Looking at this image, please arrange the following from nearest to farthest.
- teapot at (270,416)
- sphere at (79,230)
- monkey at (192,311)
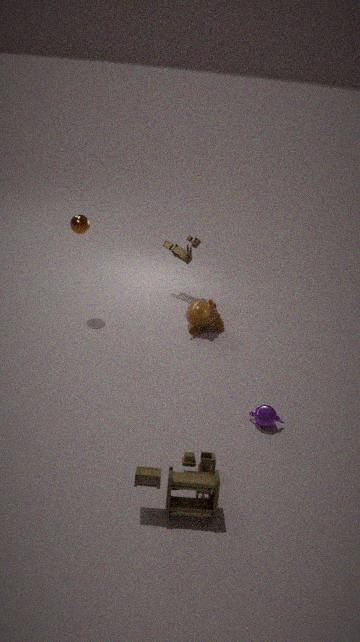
teapot at (270,416), sphere at (79,230), monkey at (192,311)
